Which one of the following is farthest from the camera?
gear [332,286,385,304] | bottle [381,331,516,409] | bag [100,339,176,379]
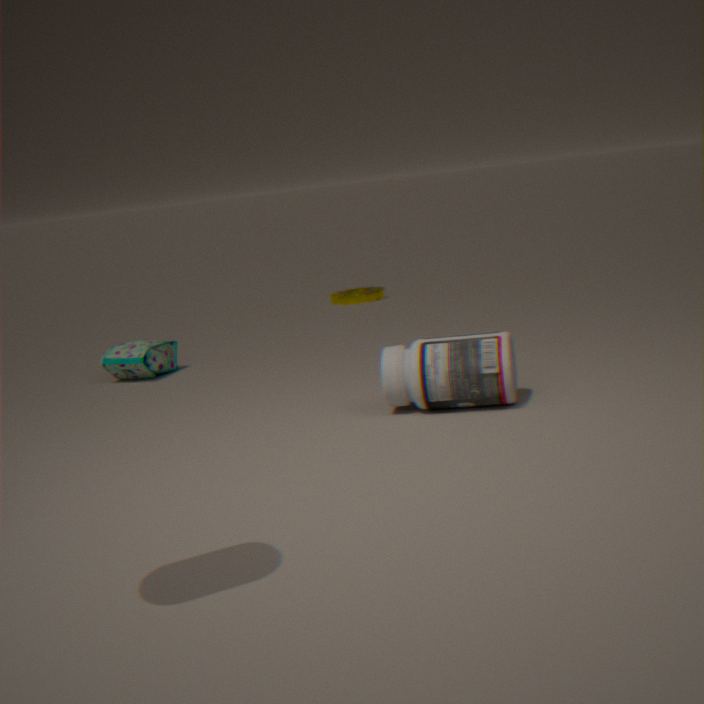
gear [332,286,385,304]
